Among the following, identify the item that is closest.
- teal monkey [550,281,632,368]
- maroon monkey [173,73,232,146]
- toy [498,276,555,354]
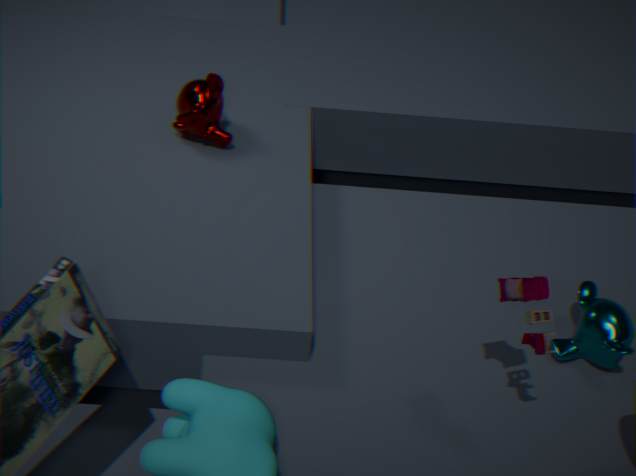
toy [498,276,555,354]
